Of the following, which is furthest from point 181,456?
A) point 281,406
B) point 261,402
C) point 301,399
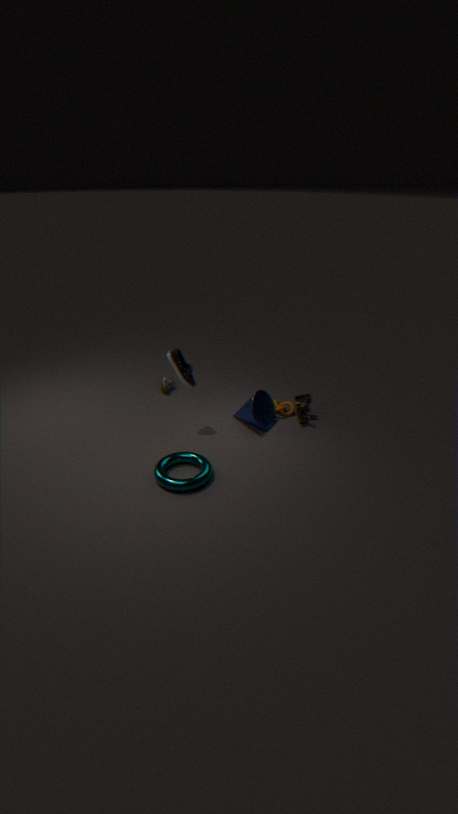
point 301,399
